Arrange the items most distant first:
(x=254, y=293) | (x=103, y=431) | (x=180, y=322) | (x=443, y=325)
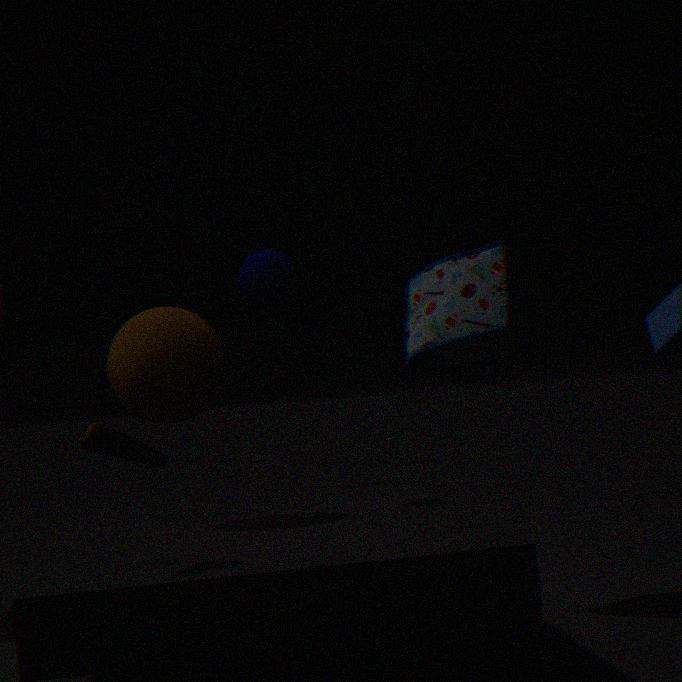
1. (x=254, y=293)
2. (x=180, y=322)
3. (x=443, y=325)
4. (x=103, y=431)
